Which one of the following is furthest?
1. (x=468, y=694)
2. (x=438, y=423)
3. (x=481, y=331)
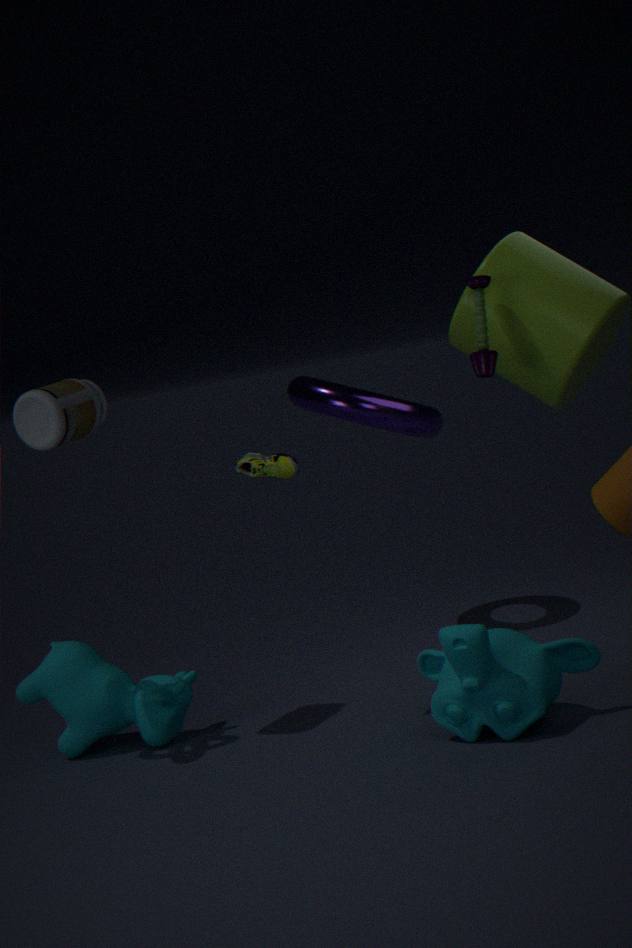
(x=438, y=423)
